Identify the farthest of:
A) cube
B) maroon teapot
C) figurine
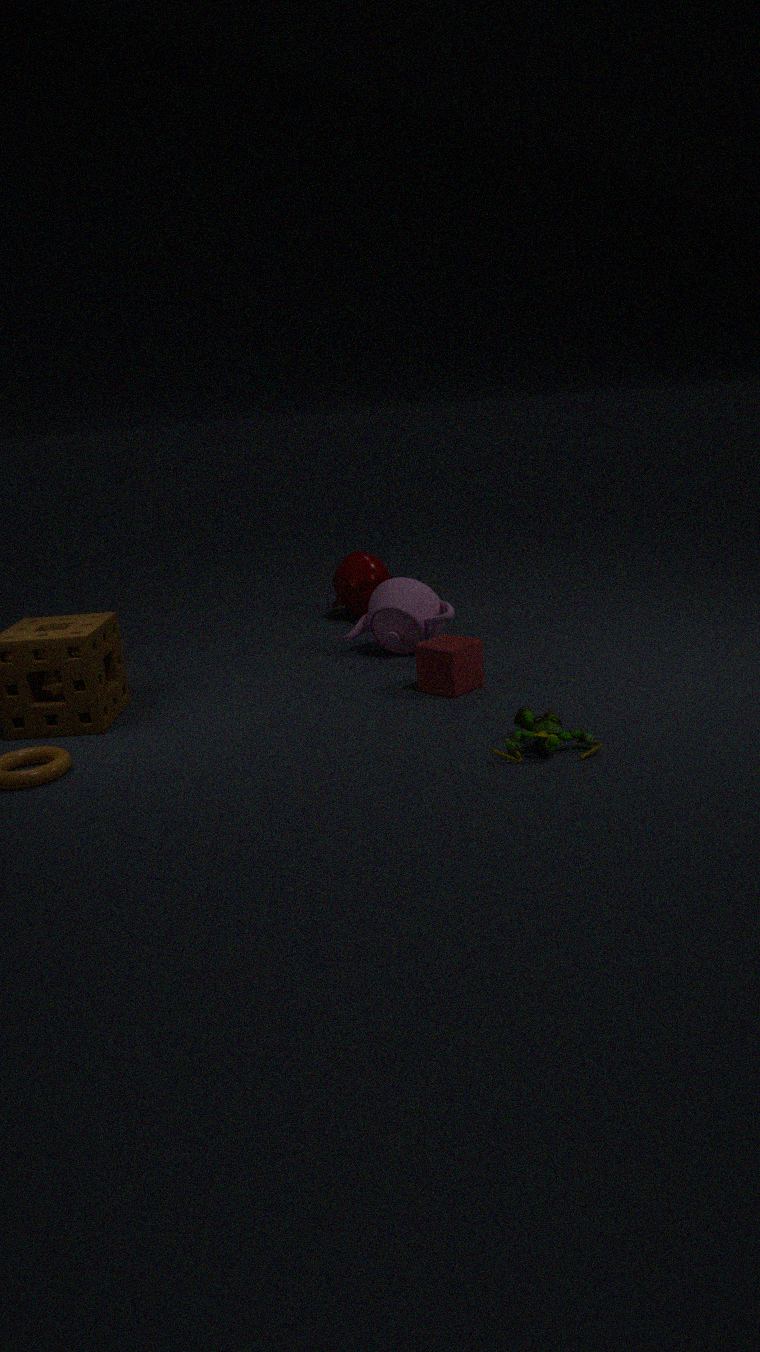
maroon teapot
